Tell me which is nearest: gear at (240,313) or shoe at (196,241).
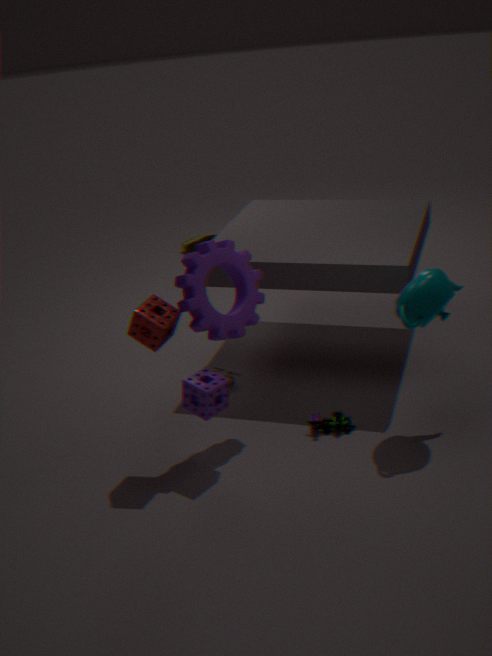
gear at (240,313)
